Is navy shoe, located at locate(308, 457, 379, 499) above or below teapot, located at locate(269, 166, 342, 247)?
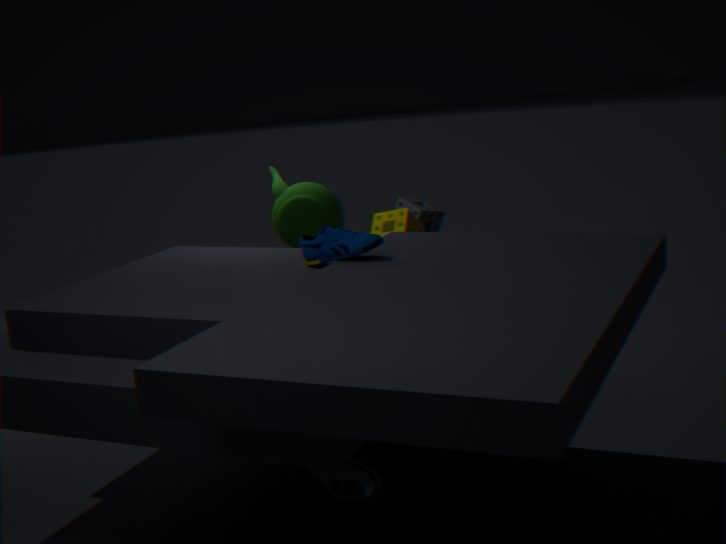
below
